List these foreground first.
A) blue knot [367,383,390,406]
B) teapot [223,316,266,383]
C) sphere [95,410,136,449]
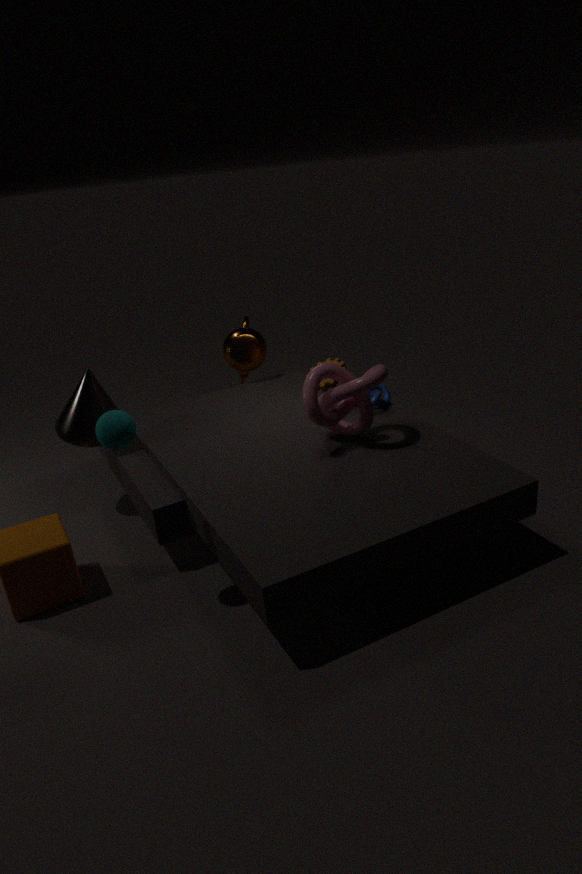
sphere [95,410,136,449], blue knot [367,383,390,406], teapot [223,316,266,383]
